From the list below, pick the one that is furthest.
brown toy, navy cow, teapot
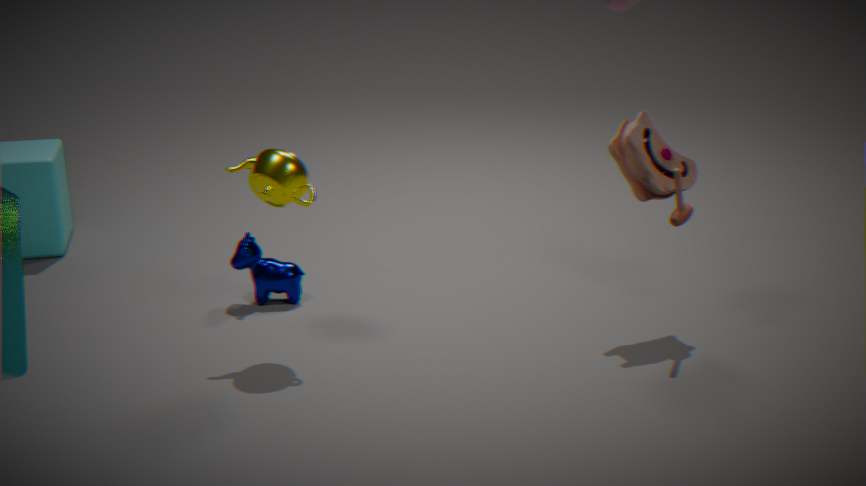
navy cow
